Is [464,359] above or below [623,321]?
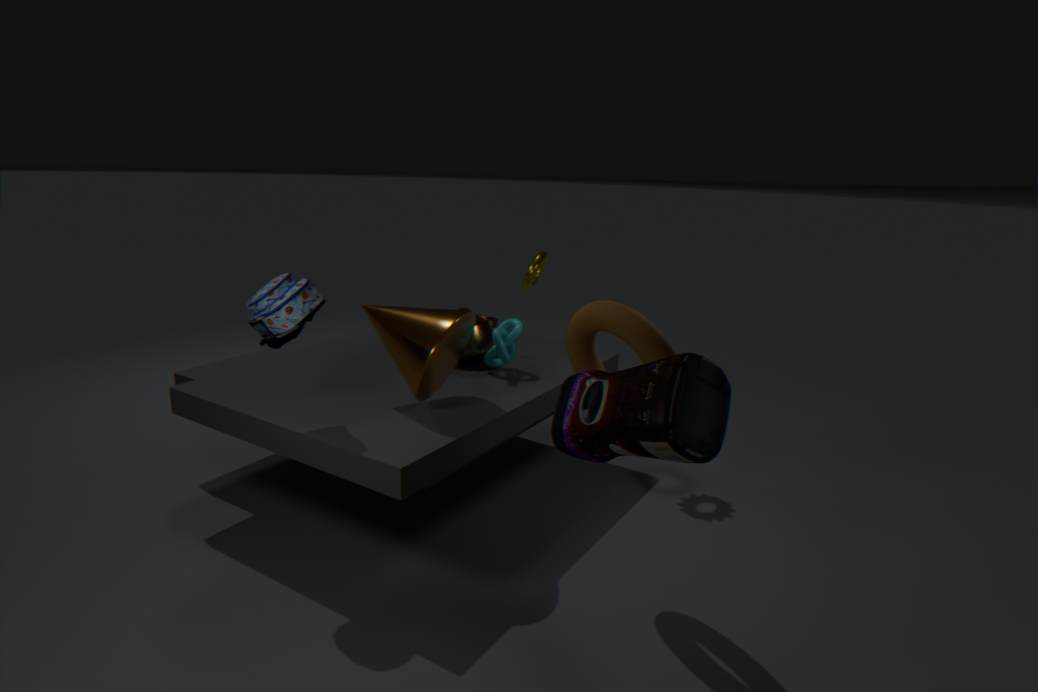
below
